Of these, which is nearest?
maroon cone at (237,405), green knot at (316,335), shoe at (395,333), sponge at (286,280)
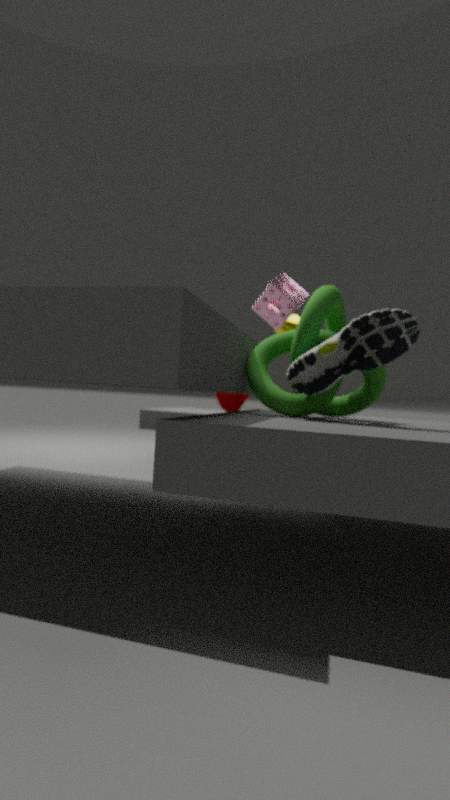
shoe at (395,333)
